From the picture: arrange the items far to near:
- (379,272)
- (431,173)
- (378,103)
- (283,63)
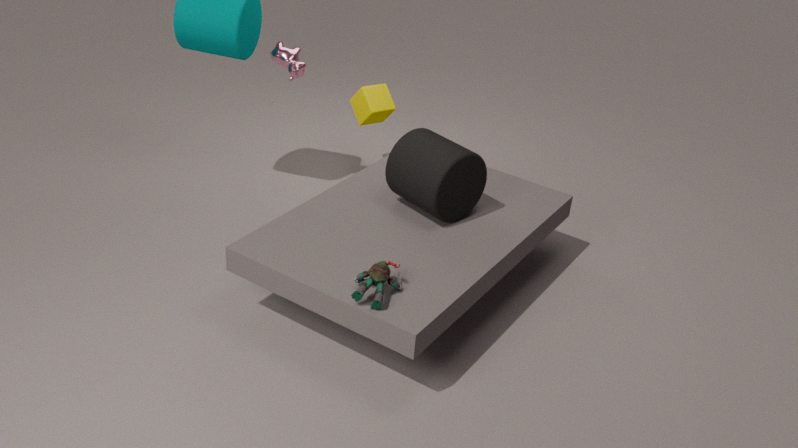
(378,103) < (283,63) < (431,173) < (379,272)
